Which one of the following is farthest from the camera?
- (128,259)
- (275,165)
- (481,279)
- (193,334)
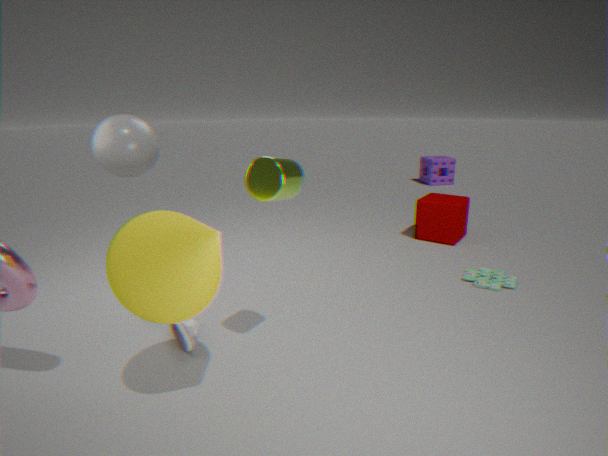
(481,279)
